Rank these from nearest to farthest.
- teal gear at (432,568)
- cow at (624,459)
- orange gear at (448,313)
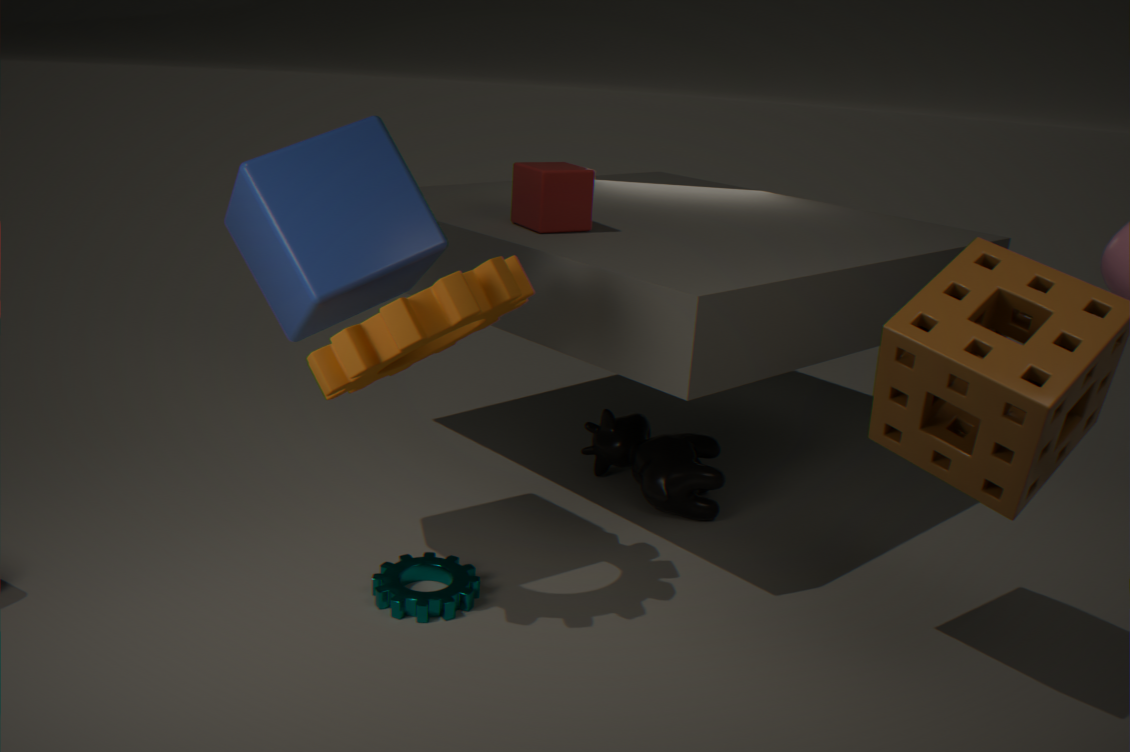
1. orange gear at (448,313)
2. teal gear at (432,568)
3. cow at (624,459)
